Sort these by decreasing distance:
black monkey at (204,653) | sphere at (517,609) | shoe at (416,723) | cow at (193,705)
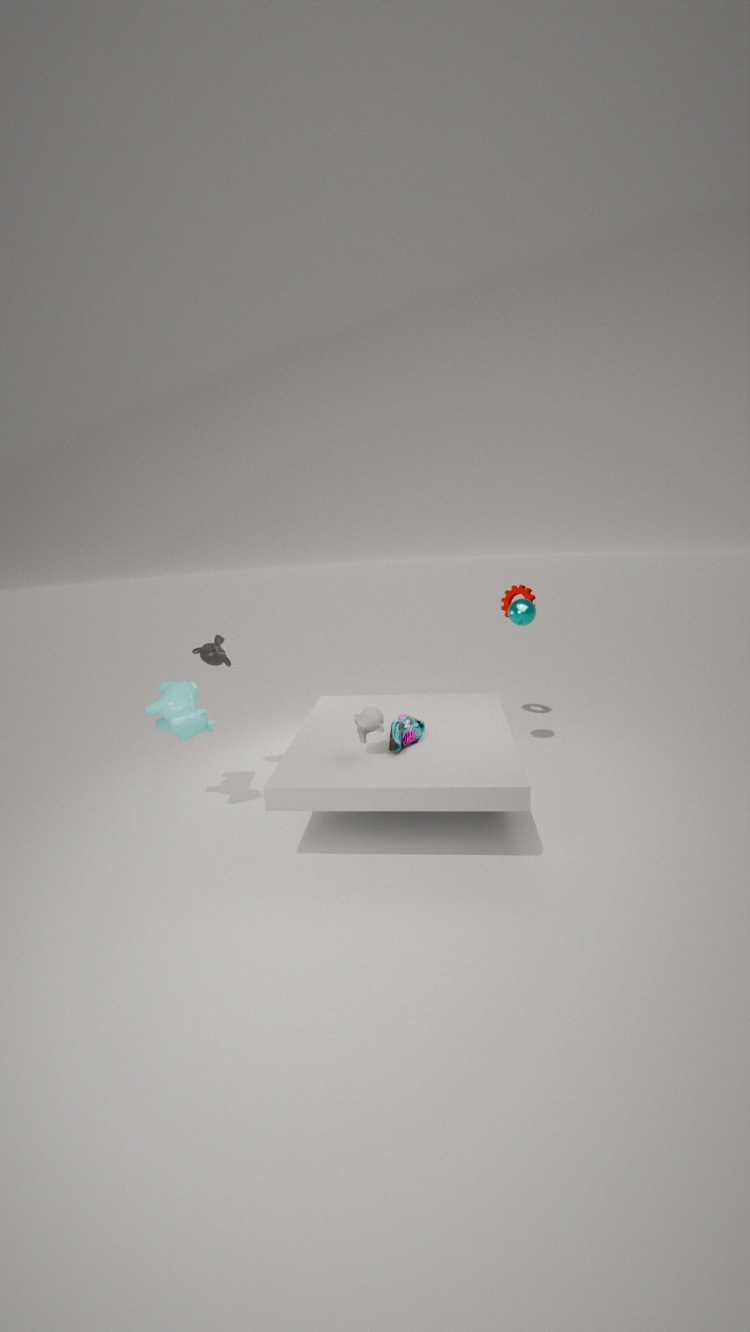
sphere at (517,609) < black monkey at (204,653) < cow at (193,705) < shoe at (416,723)
